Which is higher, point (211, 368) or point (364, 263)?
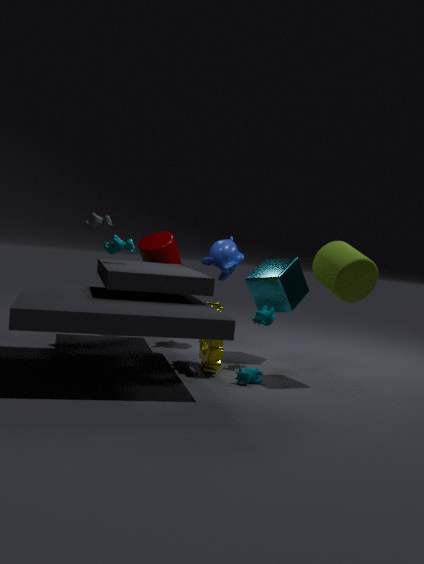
point (364, 263)
